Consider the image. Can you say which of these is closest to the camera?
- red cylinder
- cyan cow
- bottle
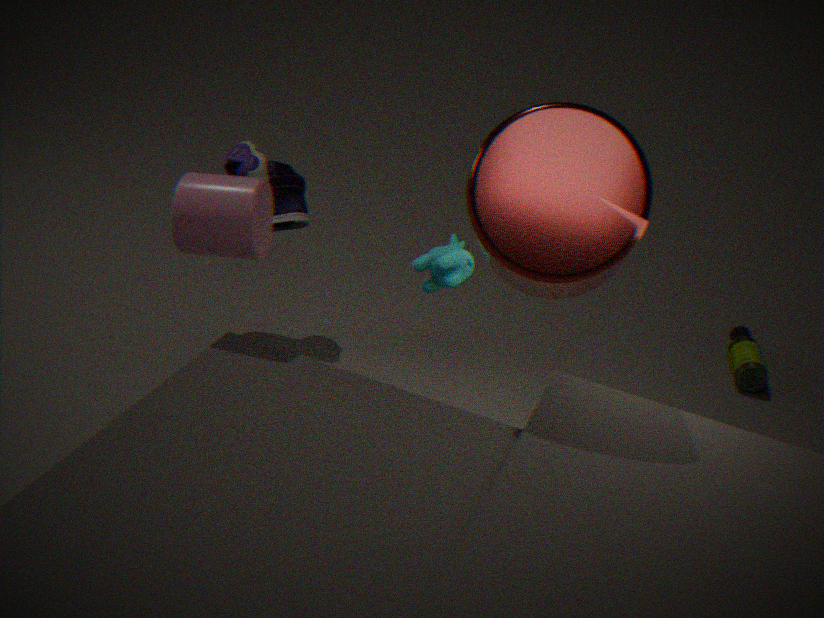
red cylinder
